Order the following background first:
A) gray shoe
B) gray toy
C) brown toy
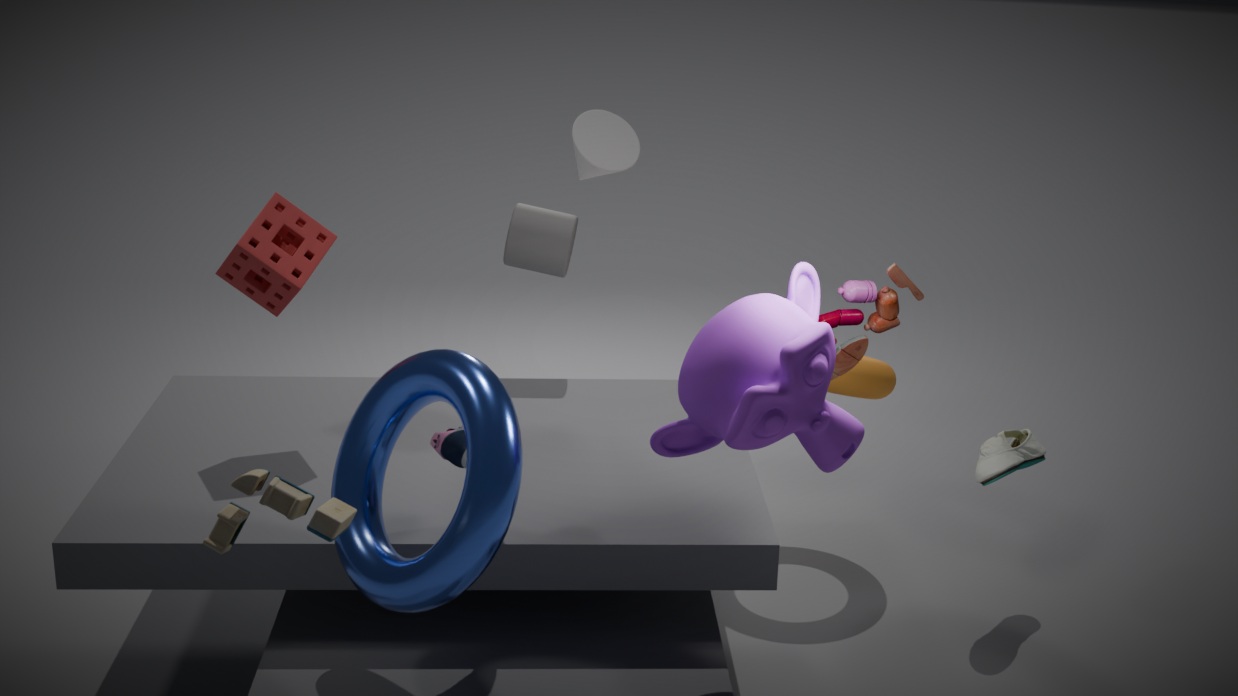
gray shoe
brown toy
gray toy
